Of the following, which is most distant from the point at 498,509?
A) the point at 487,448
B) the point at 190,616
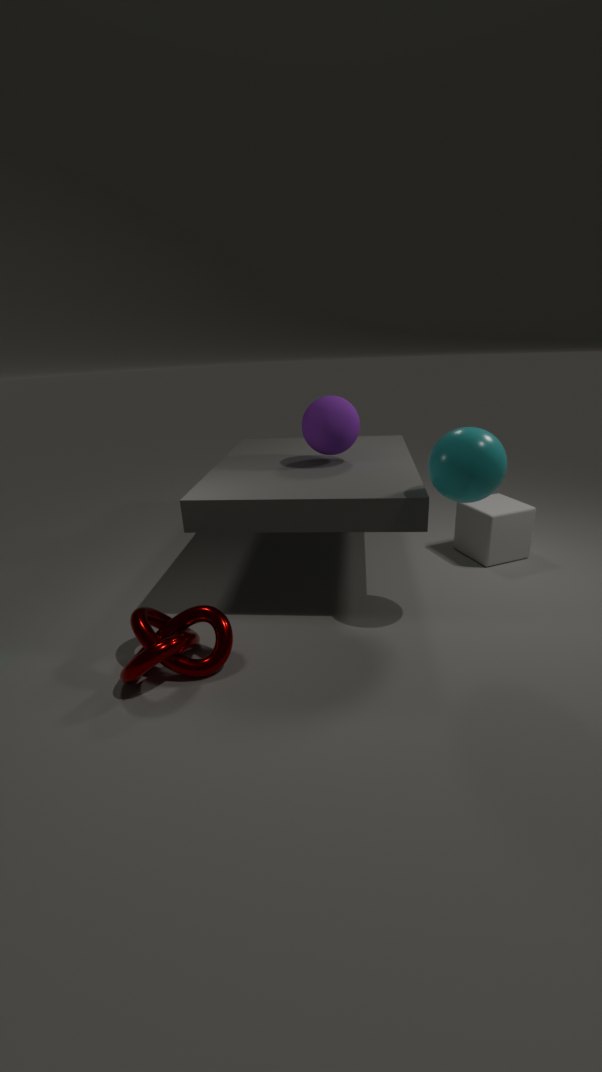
the point at 190,616
